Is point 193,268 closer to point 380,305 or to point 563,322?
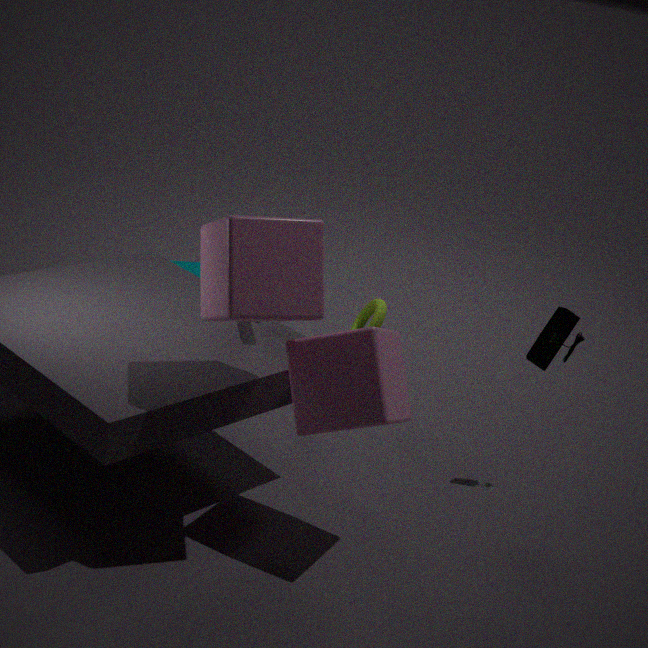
point 380,305
